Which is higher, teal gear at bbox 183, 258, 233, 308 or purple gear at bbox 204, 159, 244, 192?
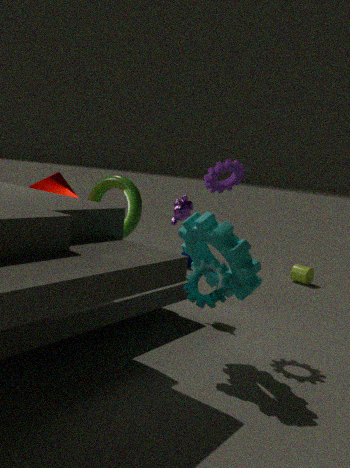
purple gear at bbox 204, 159, 244, 192
